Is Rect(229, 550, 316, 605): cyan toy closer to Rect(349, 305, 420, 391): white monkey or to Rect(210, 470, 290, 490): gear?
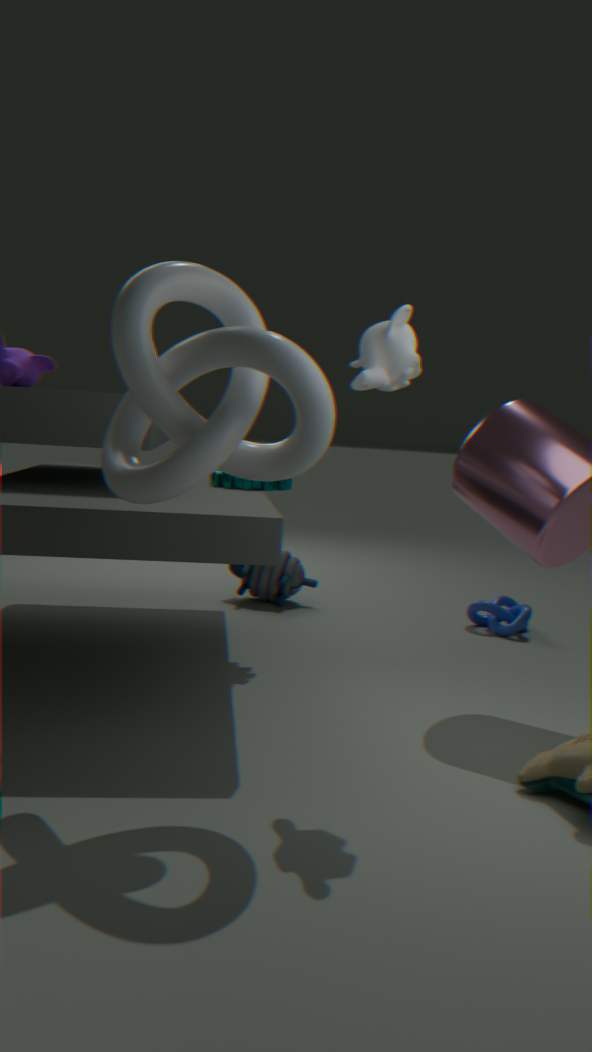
Rect(210, 470, 290, 490): gear
